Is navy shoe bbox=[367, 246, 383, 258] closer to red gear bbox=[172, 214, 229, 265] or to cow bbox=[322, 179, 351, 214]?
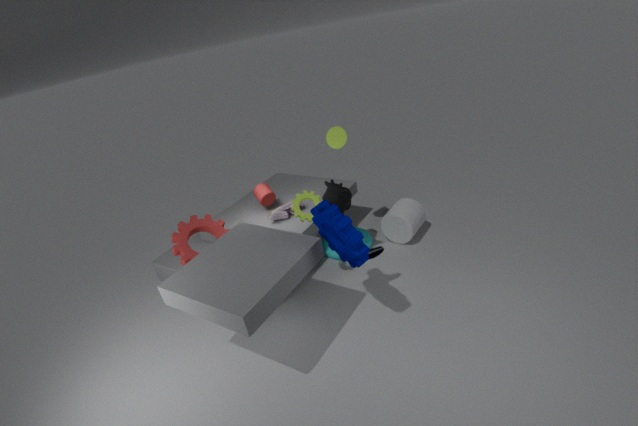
cow bbox=[322, 179, 351, 214]
